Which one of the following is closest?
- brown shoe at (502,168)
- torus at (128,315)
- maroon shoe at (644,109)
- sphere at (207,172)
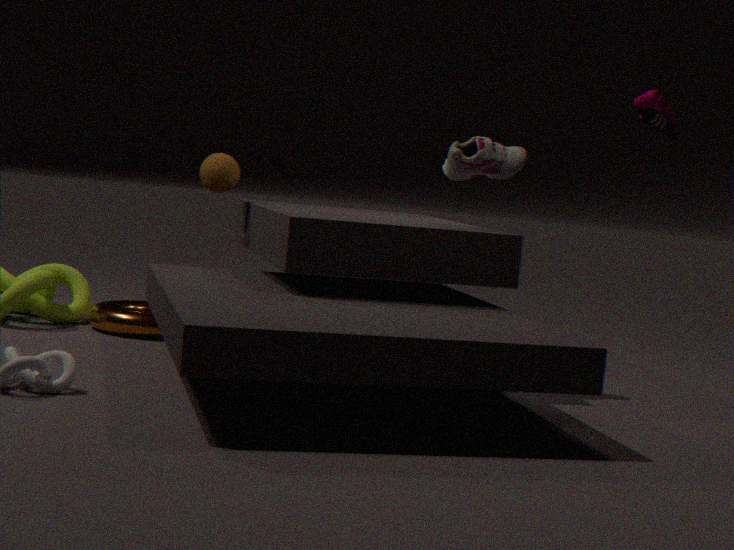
maroon shoe at (644,109)
